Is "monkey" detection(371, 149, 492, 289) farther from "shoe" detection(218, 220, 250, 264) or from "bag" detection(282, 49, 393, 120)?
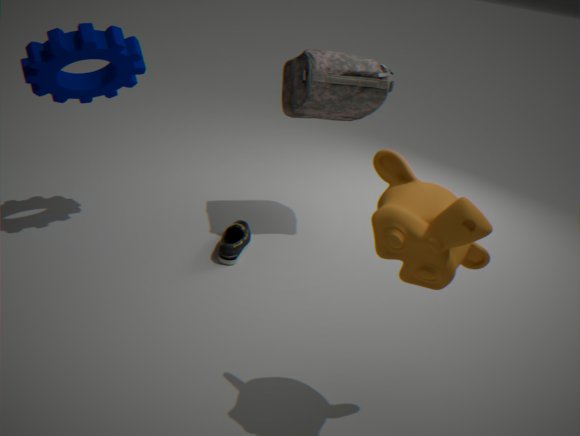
"shoe" detection(218, 220, 250, 264)
